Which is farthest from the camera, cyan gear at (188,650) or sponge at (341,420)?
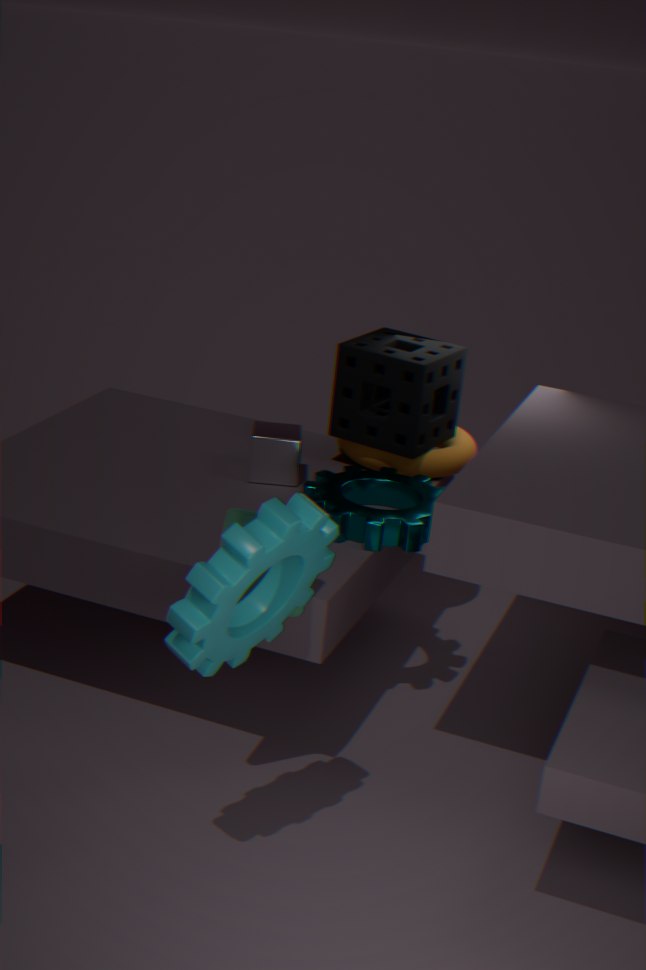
sponge at (341,420)
